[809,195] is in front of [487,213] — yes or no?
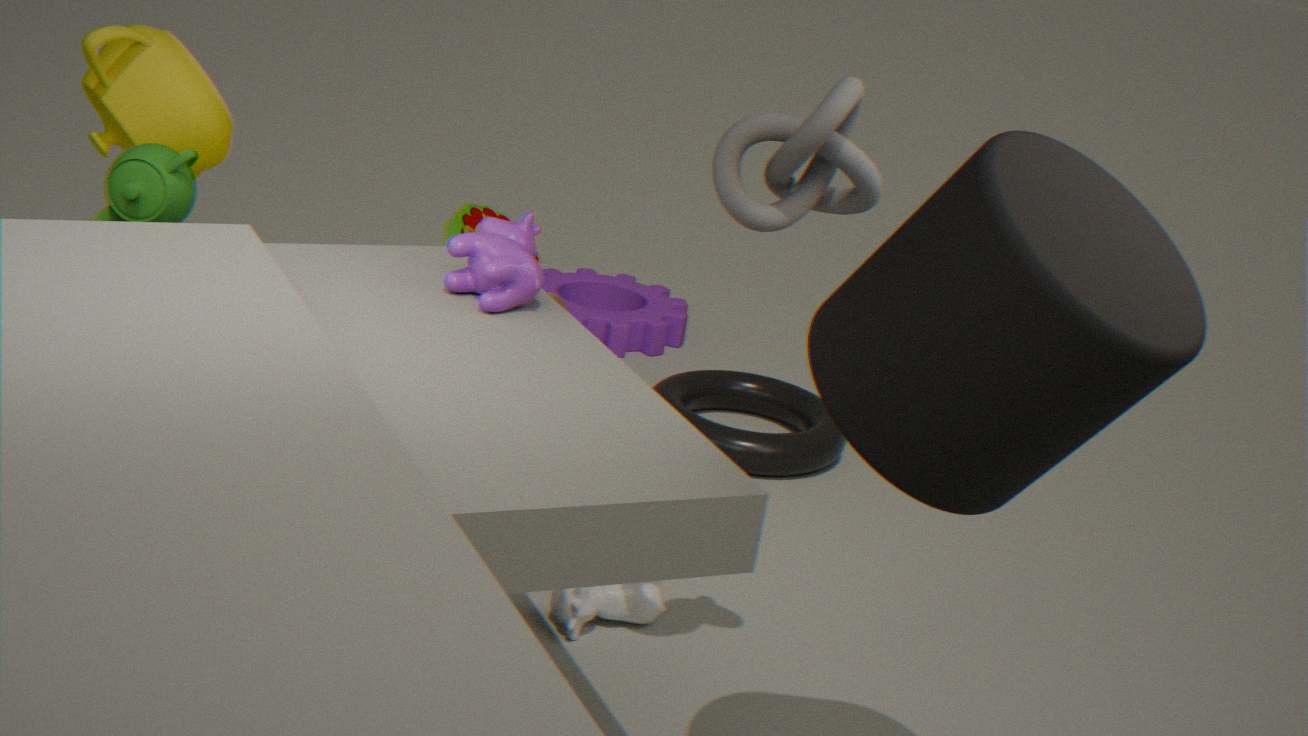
Yes
